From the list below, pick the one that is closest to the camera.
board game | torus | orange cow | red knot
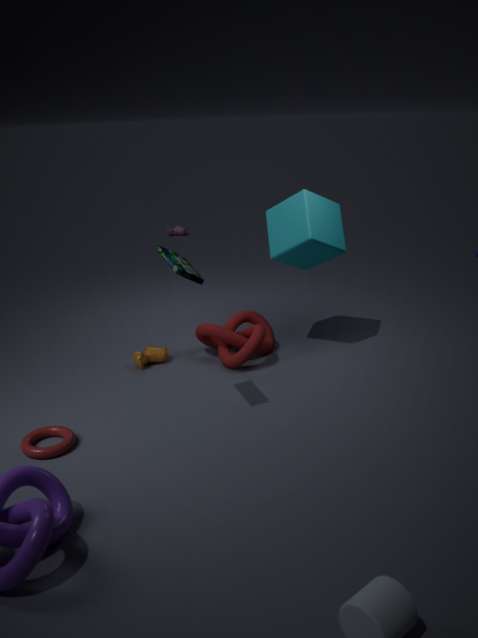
board game
